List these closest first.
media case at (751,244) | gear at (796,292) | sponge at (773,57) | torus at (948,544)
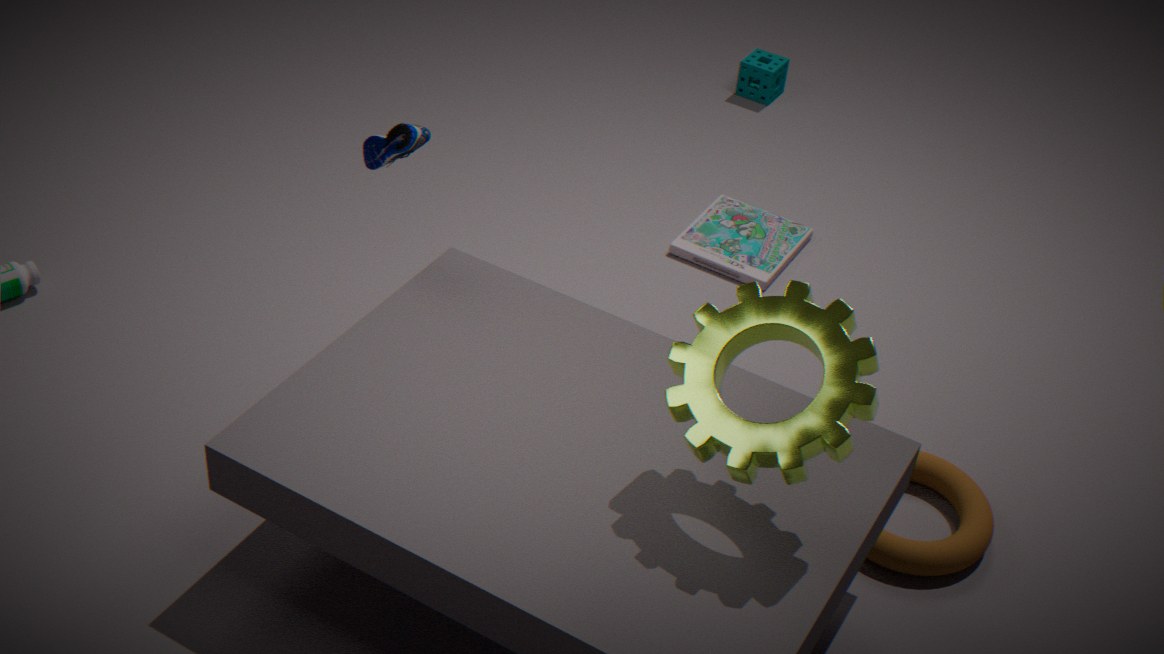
gear at (796,292), torus at (948,544), media case at (751,244), sponge at (773,57)
